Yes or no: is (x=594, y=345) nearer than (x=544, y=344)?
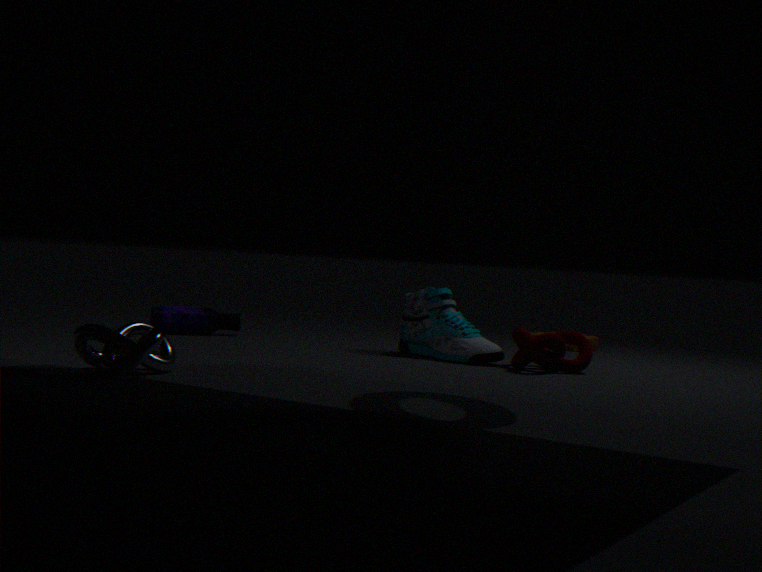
No
